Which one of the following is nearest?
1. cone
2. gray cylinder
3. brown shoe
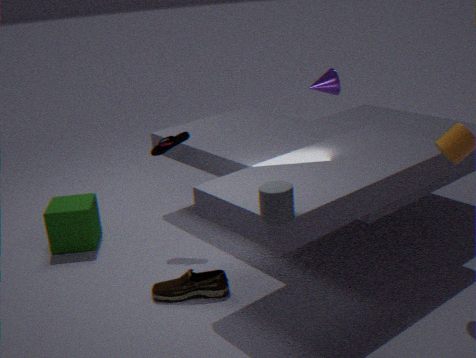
gray cylinder
